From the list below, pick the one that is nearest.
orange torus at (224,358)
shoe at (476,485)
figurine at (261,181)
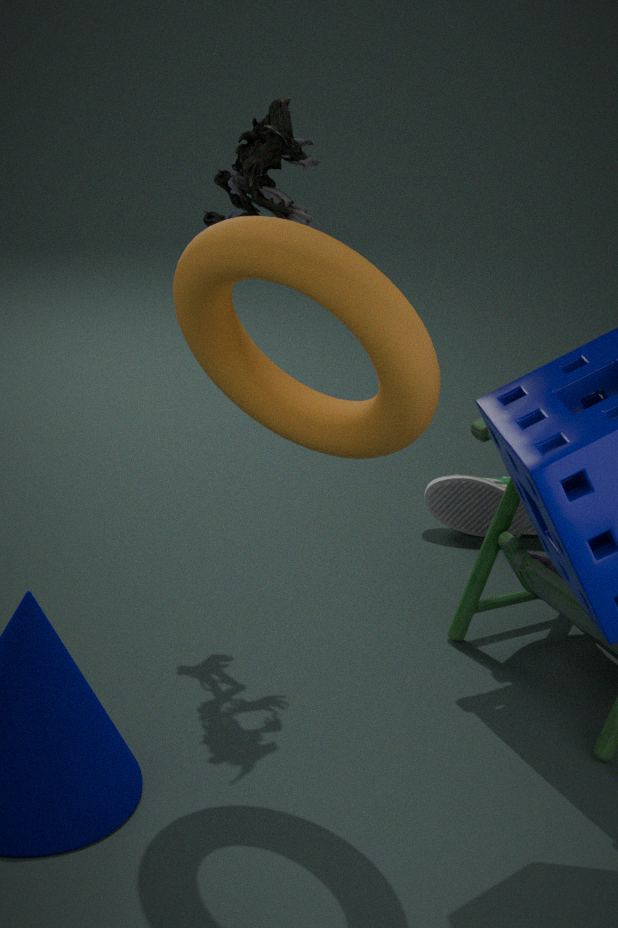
orange torus at (224,358)
